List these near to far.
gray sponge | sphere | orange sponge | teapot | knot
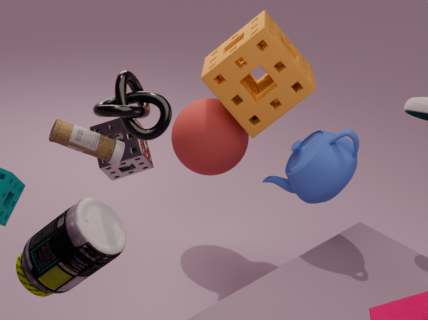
knot → gray sponge → teapot → orange sponge → sphere
